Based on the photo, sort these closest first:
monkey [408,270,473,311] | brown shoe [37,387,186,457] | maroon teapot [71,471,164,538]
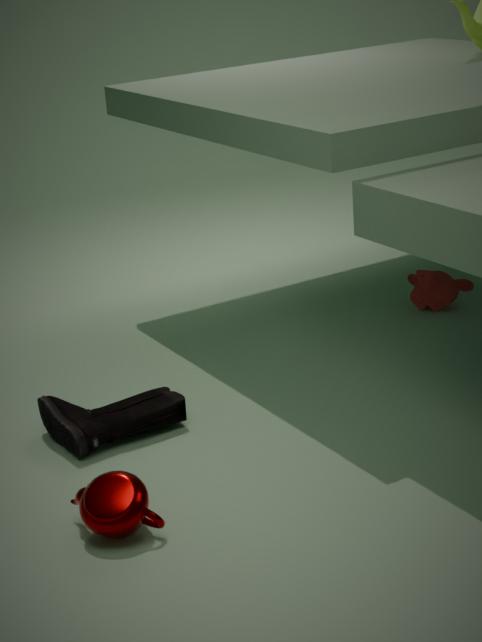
maroon teapot [71,471,164,538] < brown shoe [37,387,186,457] < monkey [408,270,473,311]
